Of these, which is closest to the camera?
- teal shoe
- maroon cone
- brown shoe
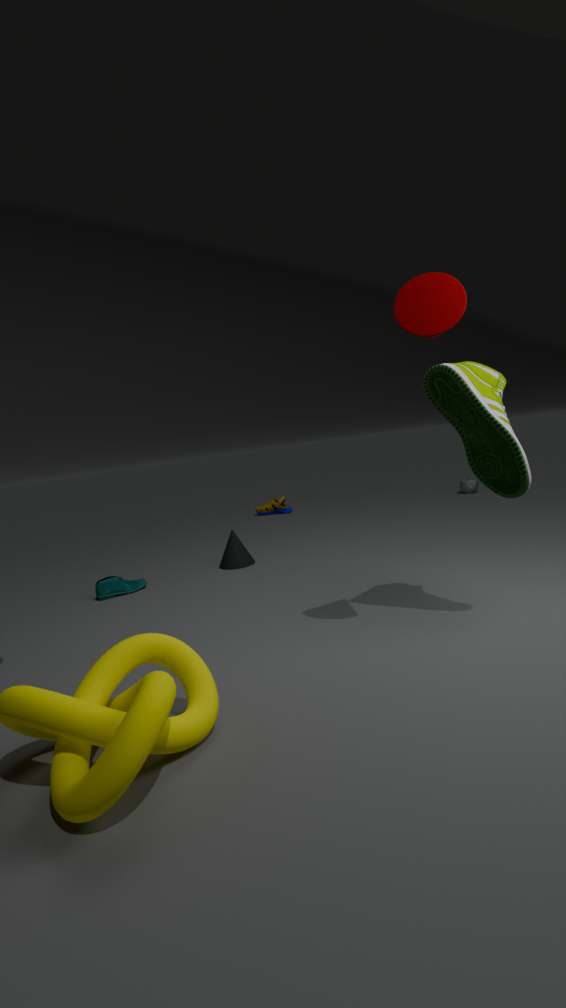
maroon cone
